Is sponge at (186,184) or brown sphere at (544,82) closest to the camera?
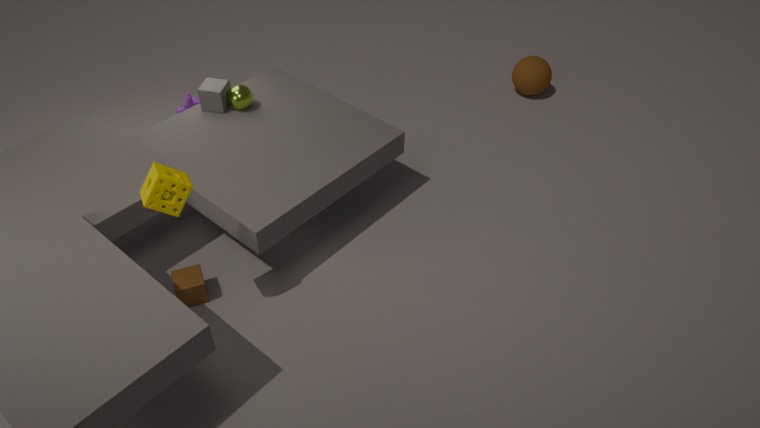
sponge at (186,184)
